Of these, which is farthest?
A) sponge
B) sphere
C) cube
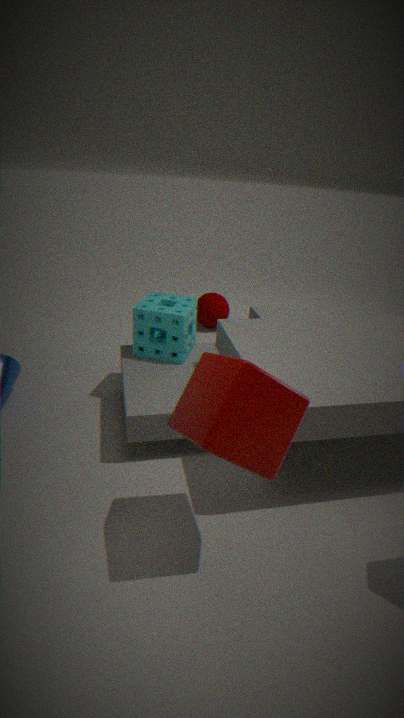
sphere
